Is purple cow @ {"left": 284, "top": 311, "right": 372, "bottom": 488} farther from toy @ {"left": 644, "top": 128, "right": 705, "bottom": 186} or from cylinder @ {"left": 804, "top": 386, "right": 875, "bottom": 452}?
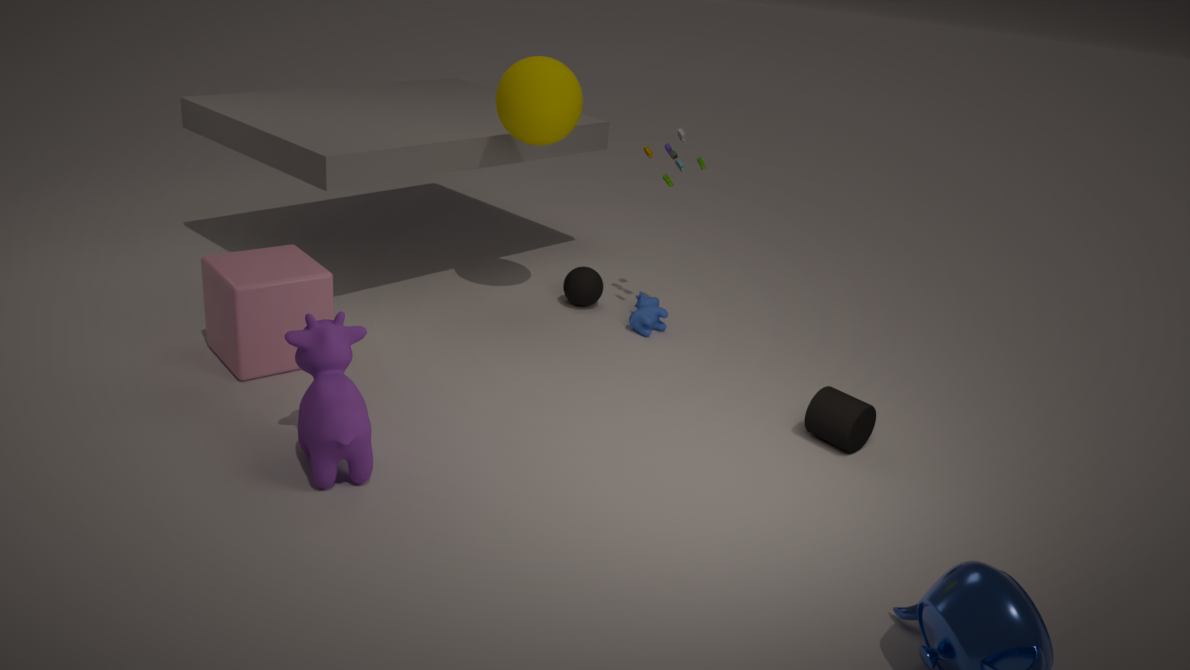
toy @ {"left": 644, "top": 128, "right": 705, "bottom": 186}
